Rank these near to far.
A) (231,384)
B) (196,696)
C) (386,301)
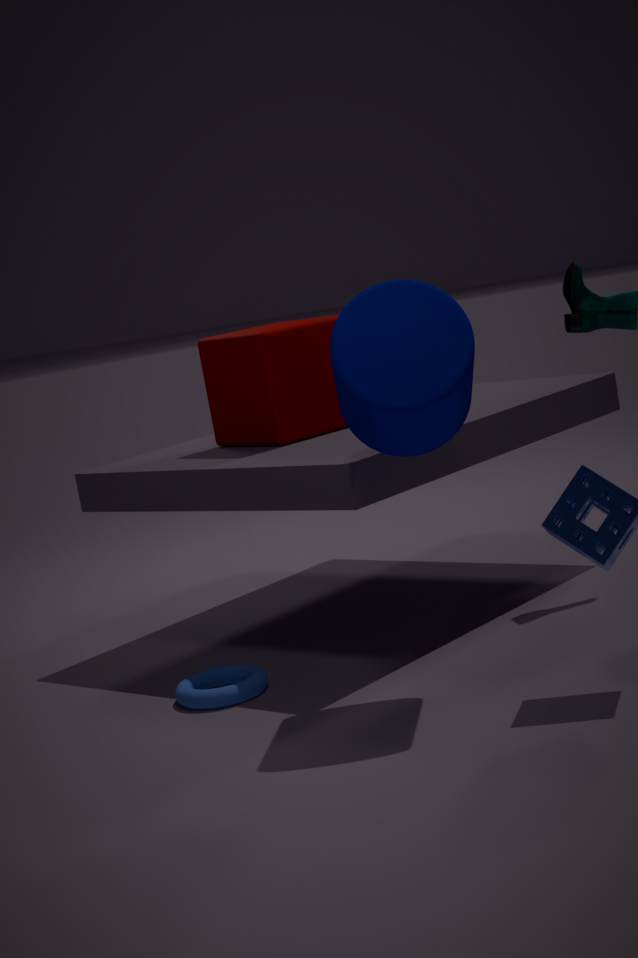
(386,301), (196,696), (231,384)
